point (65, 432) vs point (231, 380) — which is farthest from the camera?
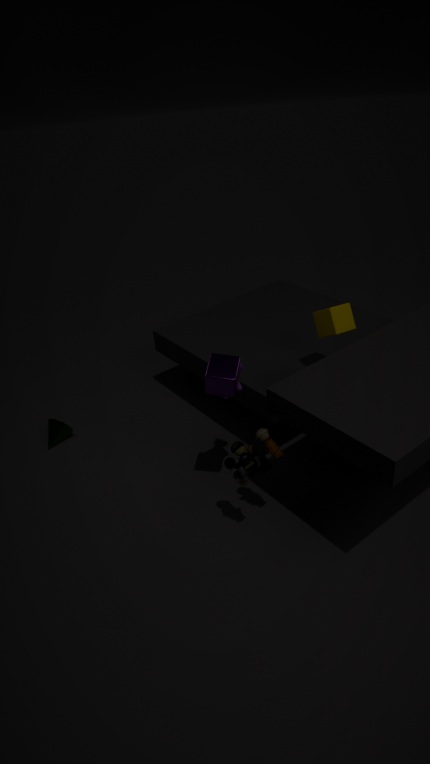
point (65, 432)
